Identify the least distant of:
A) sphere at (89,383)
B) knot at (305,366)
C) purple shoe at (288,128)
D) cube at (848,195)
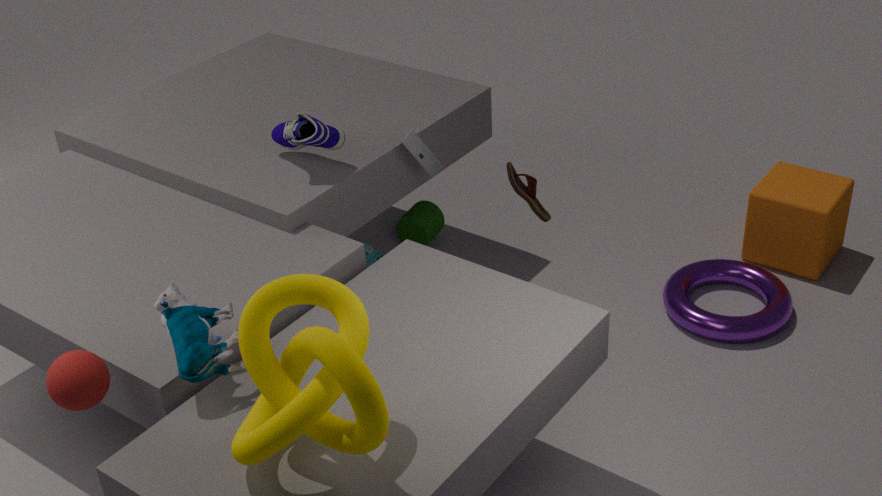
knot at (305,366)
